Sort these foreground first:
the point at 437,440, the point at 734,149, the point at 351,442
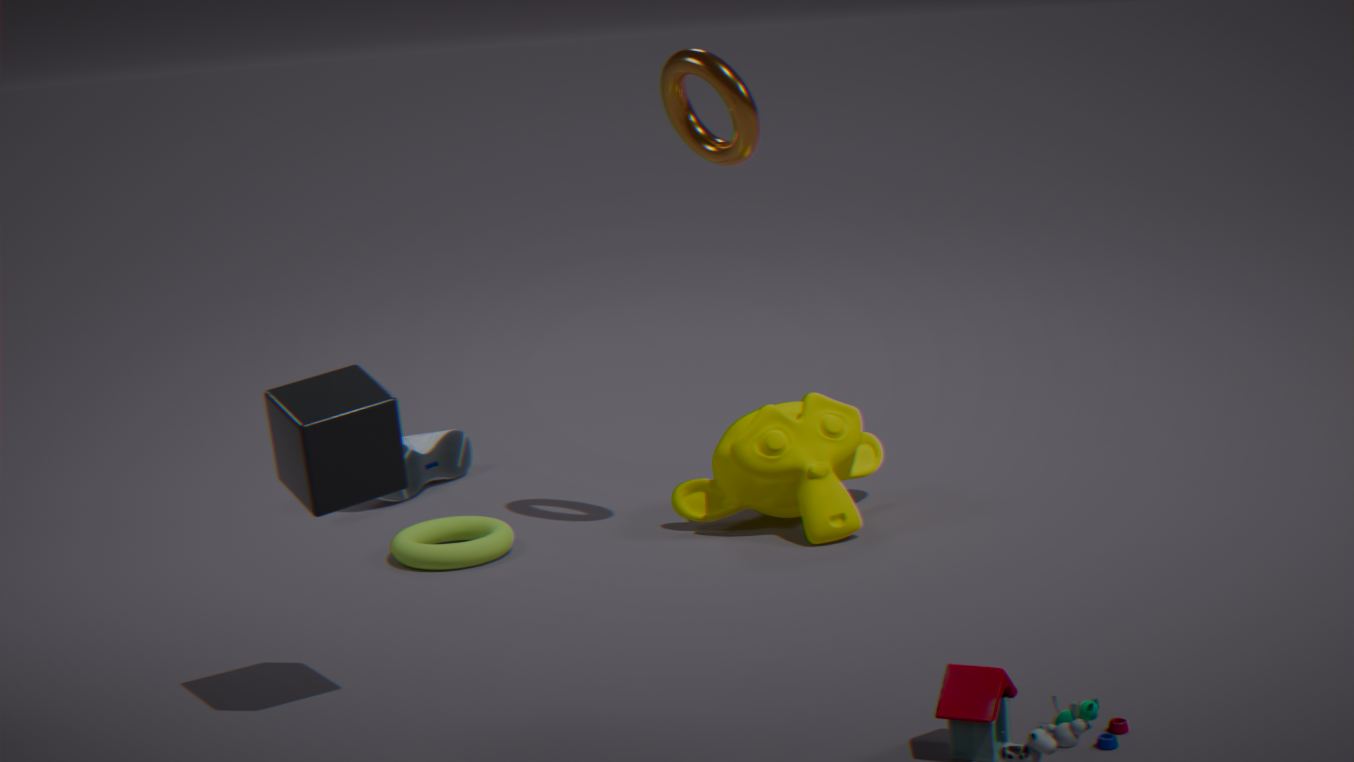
the point at 351,442 < the point at 734,149 < the point at 437,440
